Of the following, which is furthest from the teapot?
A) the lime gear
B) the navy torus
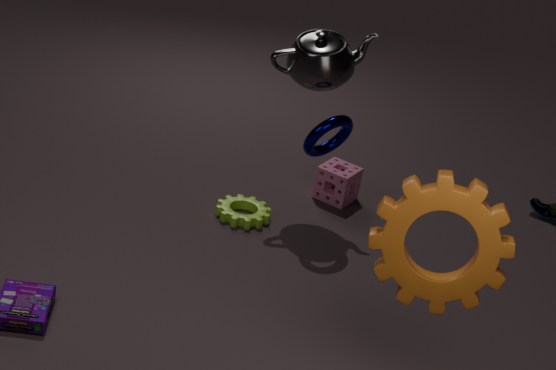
the lime gear
